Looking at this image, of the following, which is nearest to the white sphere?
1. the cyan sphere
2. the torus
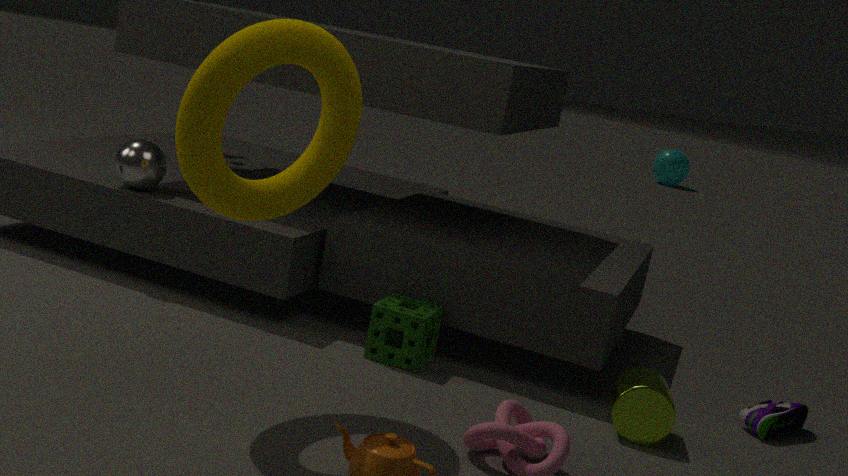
the torus
